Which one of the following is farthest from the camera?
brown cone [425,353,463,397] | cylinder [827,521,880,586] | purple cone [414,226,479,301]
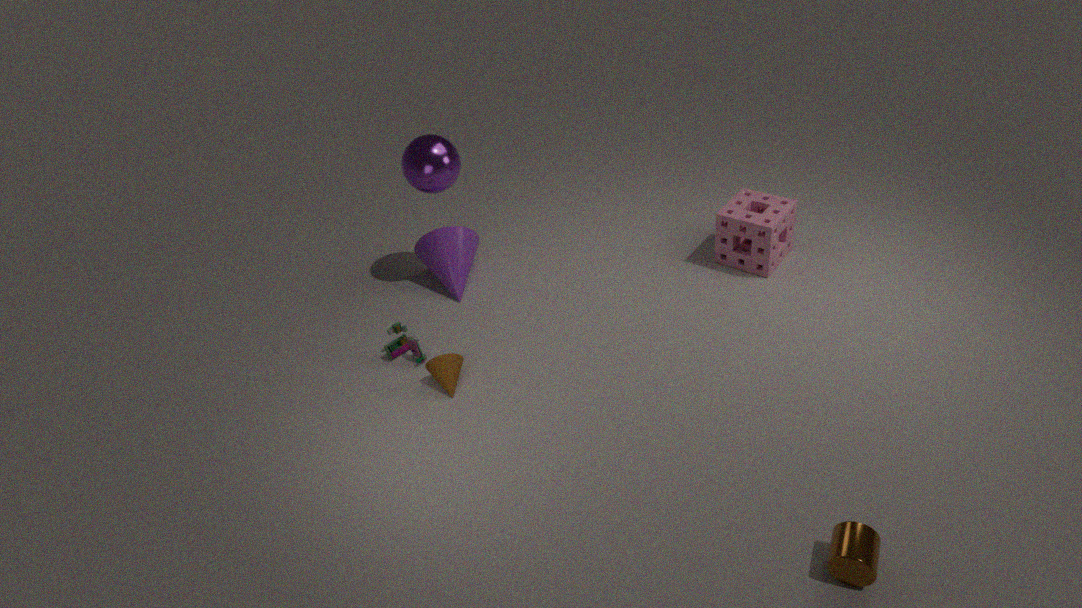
purple cone [414,226,479,301]
